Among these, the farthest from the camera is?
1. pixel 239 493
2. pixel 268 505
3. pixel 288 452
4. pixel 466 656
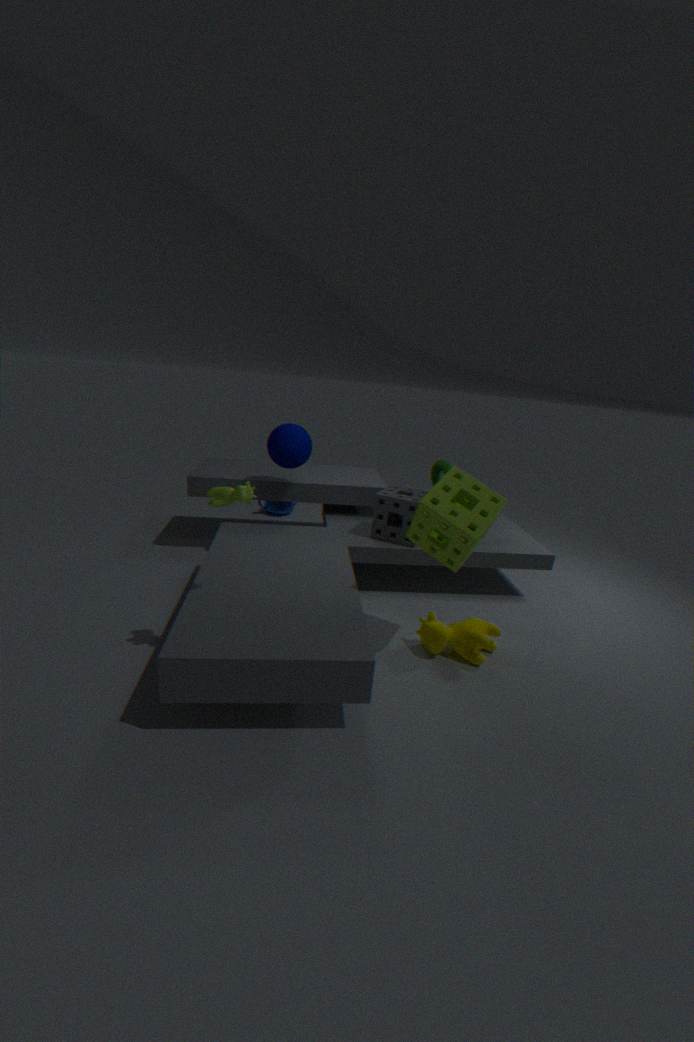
pixel 268 505
